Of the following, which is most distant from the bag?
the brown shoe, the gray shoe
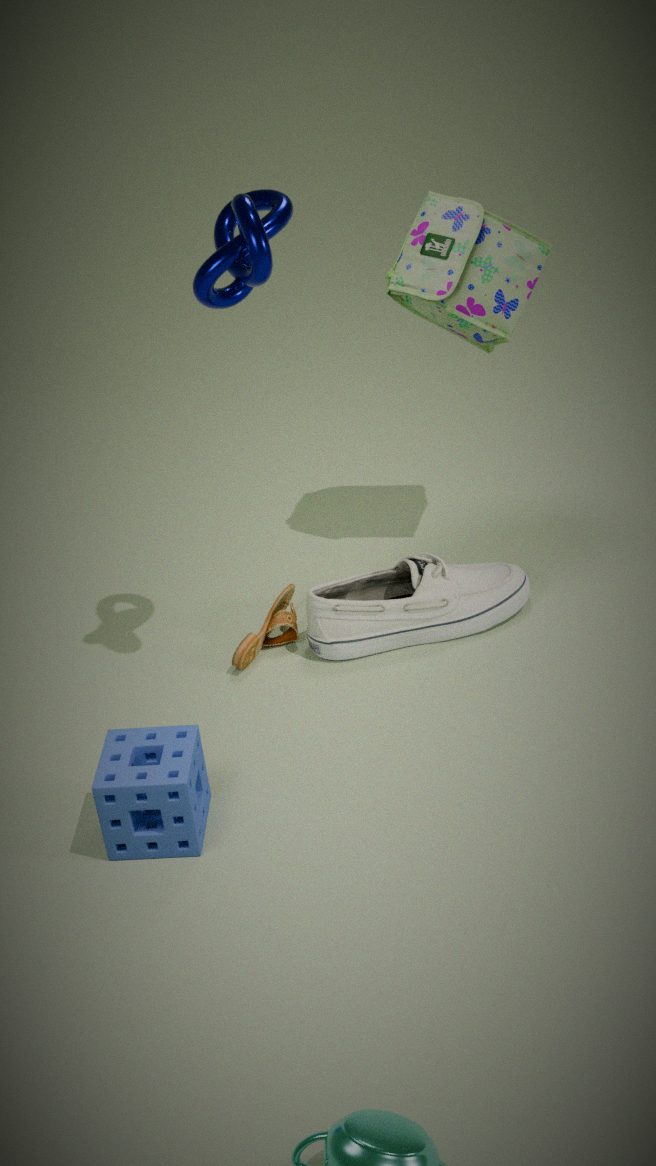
the brown shoe
